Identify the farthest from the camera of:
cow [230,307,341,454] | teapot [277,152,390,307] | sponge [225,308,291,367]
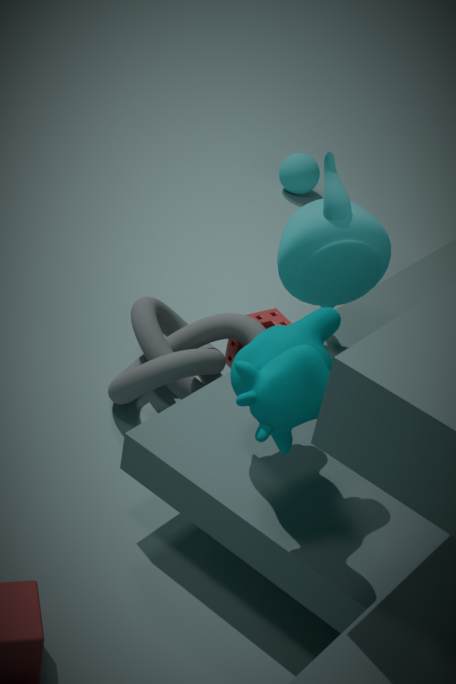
sponge [225,308,291,367]
